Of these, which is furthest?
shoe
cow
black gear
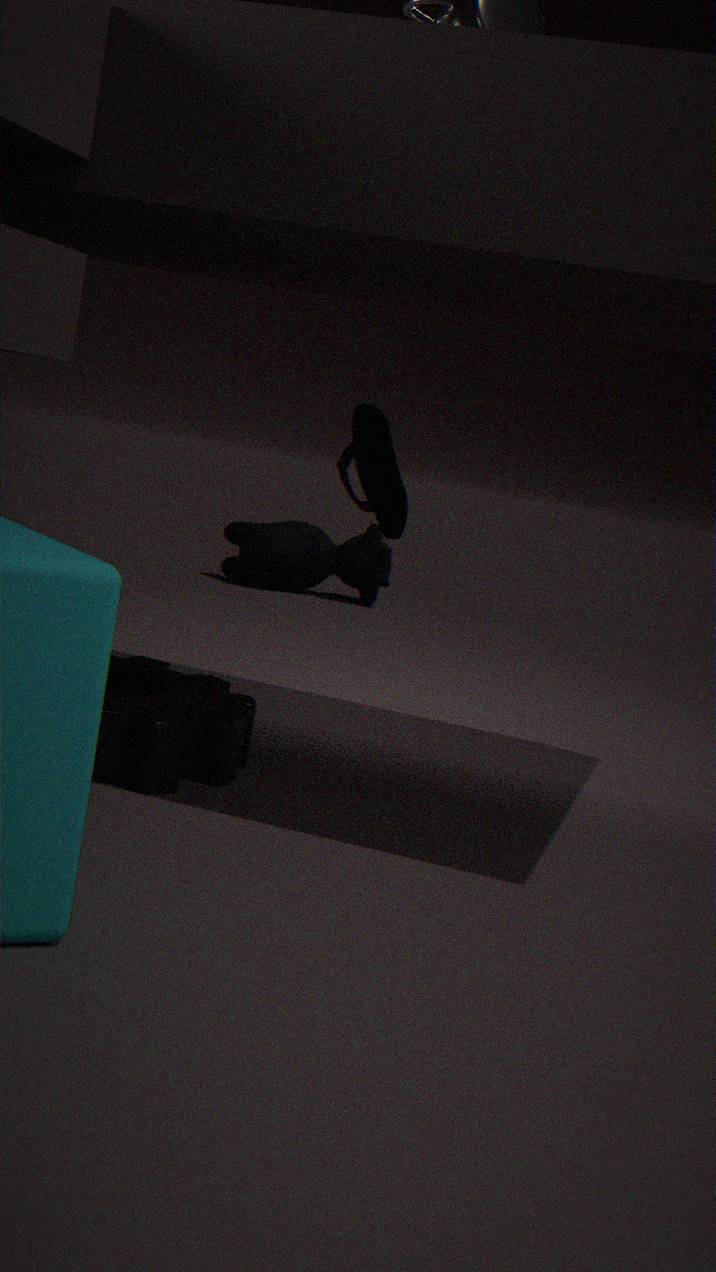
cow
